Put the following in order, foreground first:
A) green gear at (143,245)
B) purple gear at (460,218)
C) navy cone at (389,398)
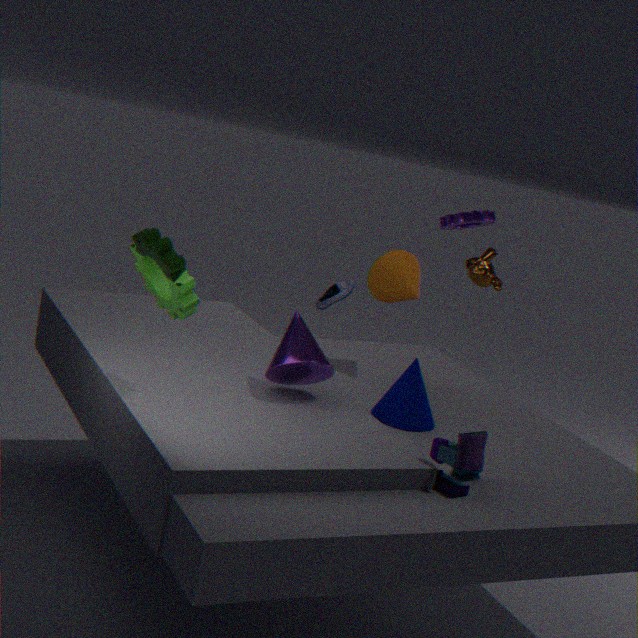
green gear at (143,245), navy cone at (389,398), purple gear at (460,218)
